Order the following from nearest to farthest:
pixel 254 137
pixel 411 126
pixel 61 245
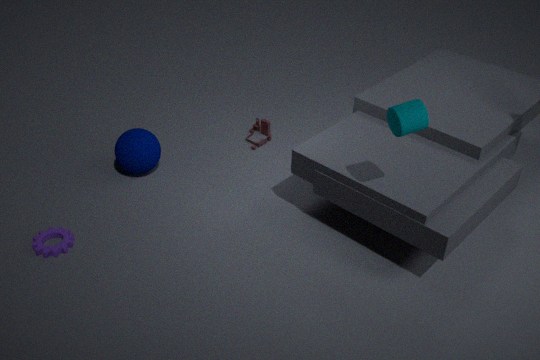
pixel 411 126, pixel 61 245, pixel 254 137
